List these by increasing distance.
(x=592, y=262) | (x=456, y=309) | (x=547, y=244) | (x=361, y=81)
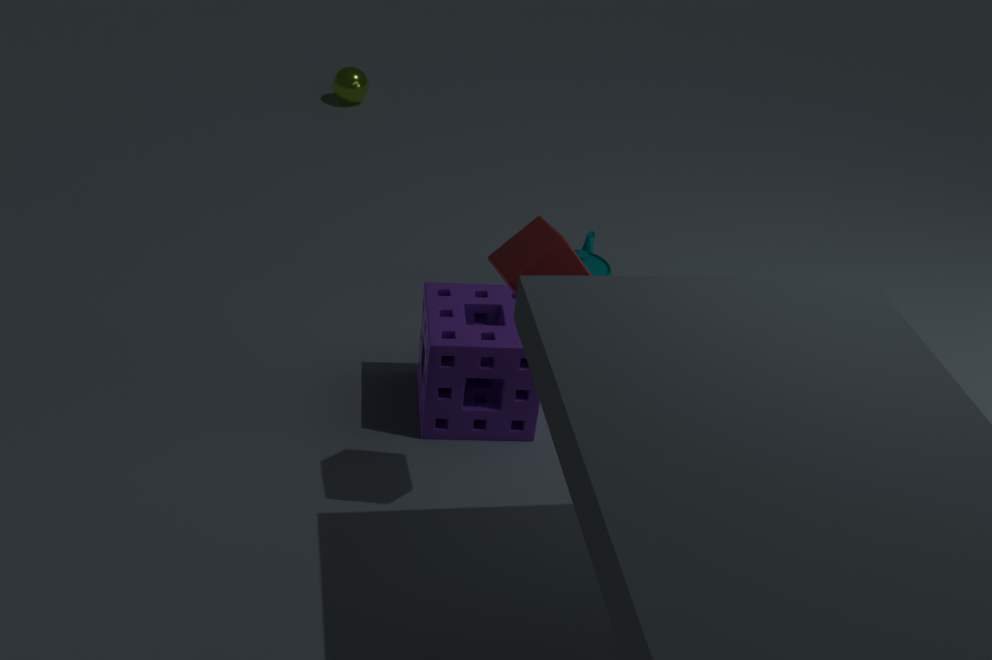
(x=547, y=244)
(x=456, y=309)
(x=592, y=262)
(x=361, y=81)
